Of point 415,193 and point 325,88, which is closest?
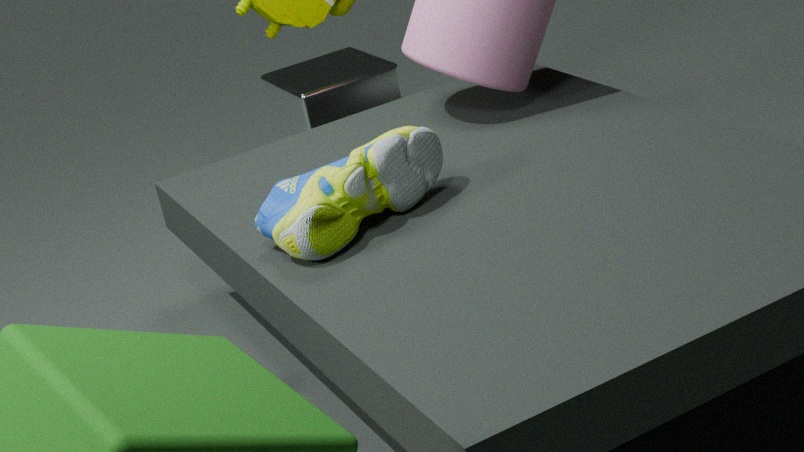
point 415,193
